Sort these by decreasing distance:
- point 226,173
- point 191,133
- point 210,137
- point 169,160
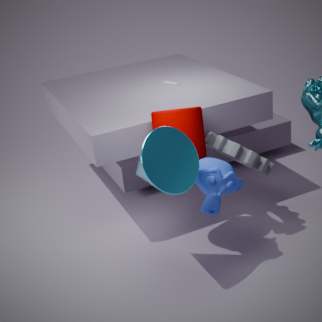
point 210,137
point 191,133
point 226,173
point 169,160
